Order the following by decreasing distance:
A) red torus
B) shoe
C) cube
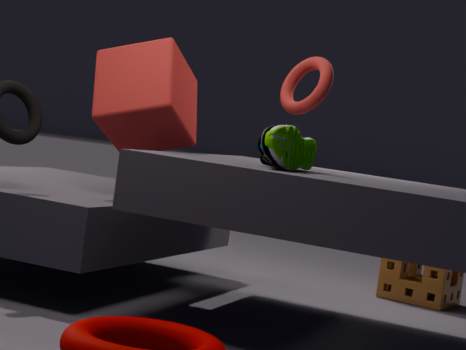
1. cube
2. red torus
3. shoe
